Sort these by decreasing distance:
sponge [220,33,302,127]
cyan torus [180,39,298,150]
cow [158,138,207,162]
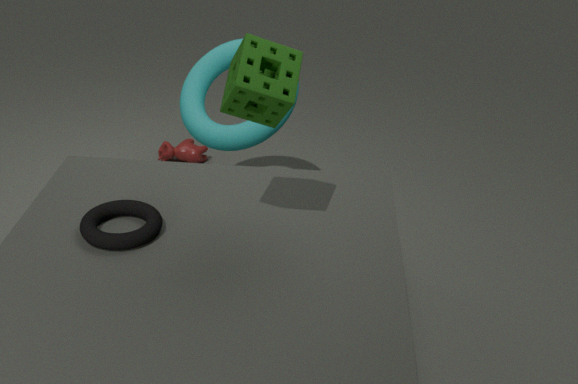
cow [158,138,207,162] → cyan torus [180,39,298,150] → sponge [220,33,302,127]
